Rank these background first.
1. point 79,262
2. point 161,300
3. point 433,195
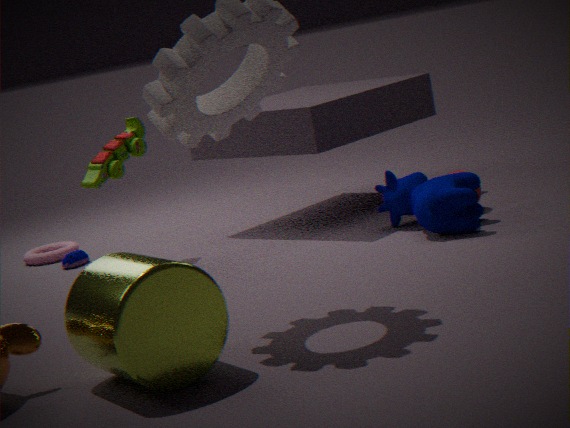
point 79,262
point 433,195
point 161,300
